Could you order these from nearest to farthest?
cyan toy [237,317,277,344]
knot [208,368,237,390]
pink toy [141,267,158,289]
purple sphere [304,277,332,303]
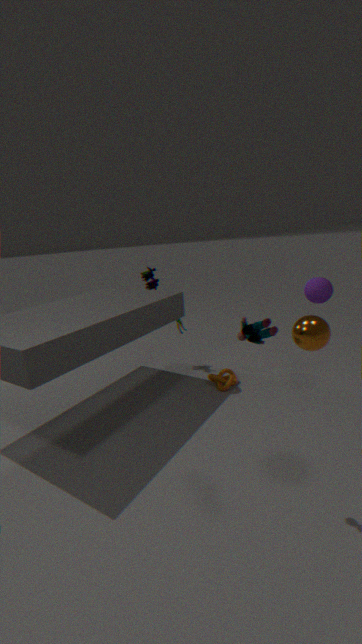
cyan toy [237,317,277,344] → purple sphere [304,277,332,303] → knot [208,368,237,390] → pink toy [141,267,158,289]
